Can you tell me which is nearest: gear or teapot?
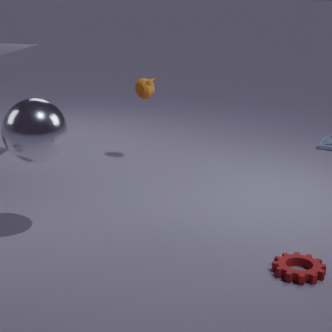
gear
